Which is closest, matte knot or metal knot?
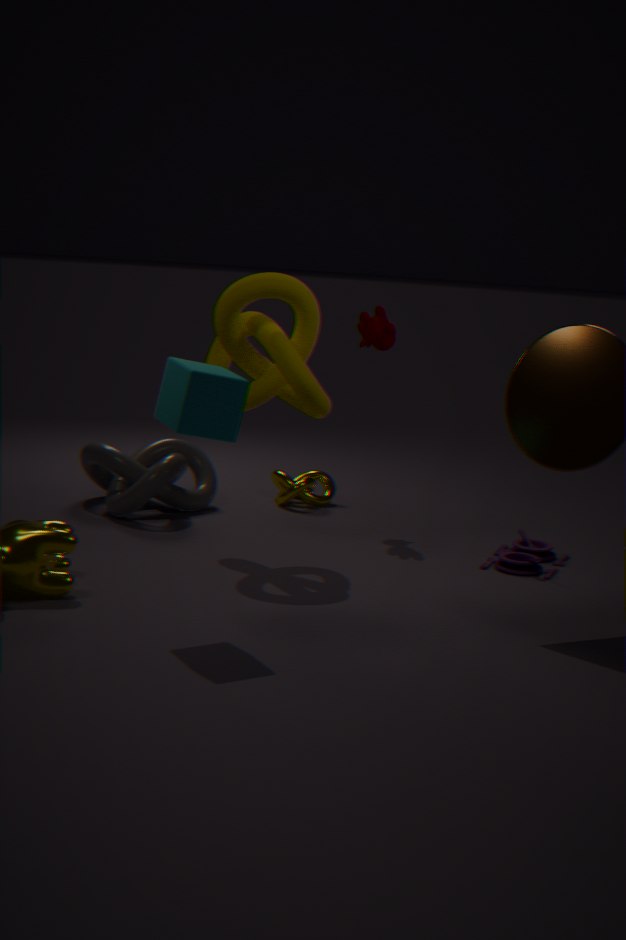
matte knot
